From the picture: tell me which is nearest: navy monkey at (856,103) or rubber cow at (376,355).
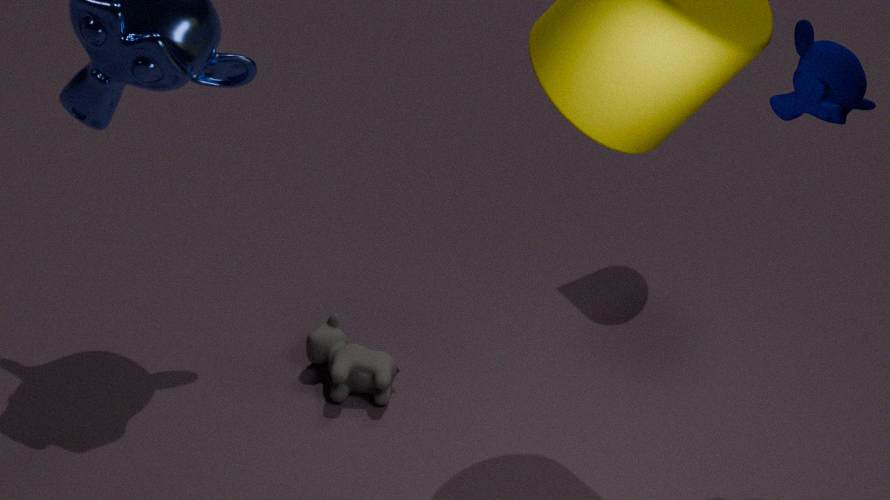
navy monkey at (856,103)
